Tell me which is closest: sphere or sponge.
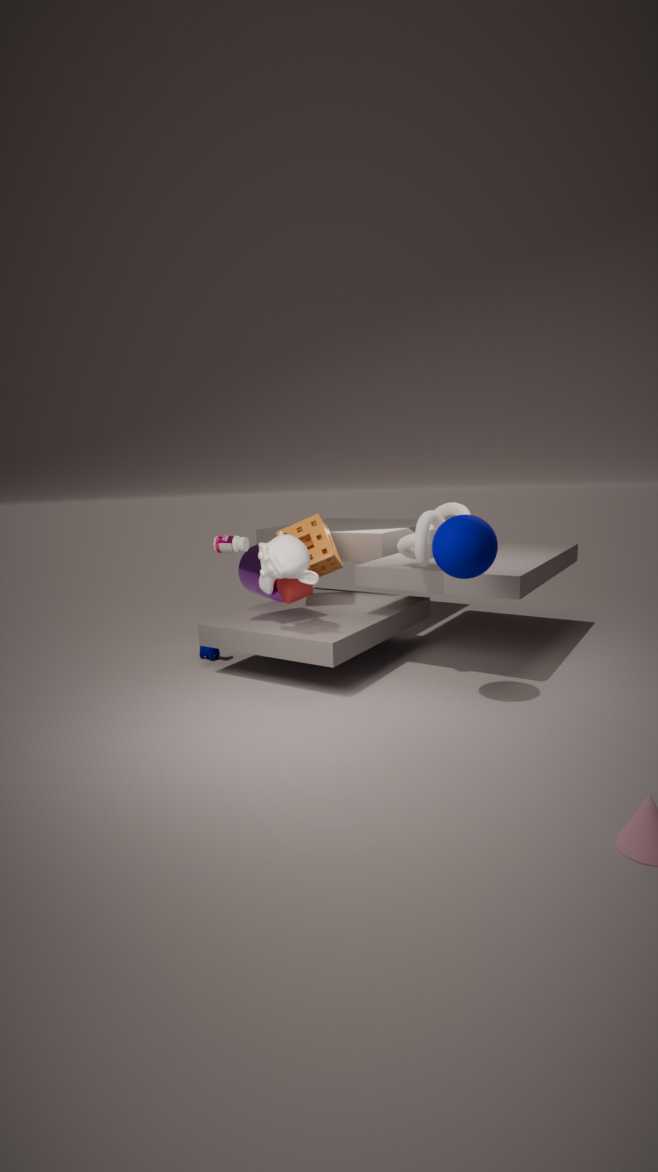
sphere
